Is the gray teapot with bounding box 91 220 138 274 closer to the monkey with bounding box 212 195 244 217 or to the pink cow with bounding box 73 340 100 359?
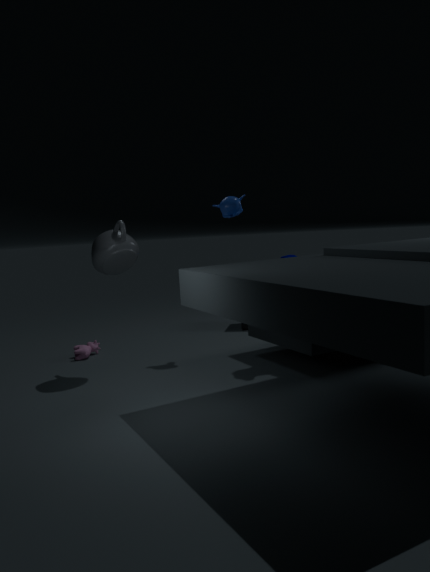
the monkey with bounding box 212 195 244 217
